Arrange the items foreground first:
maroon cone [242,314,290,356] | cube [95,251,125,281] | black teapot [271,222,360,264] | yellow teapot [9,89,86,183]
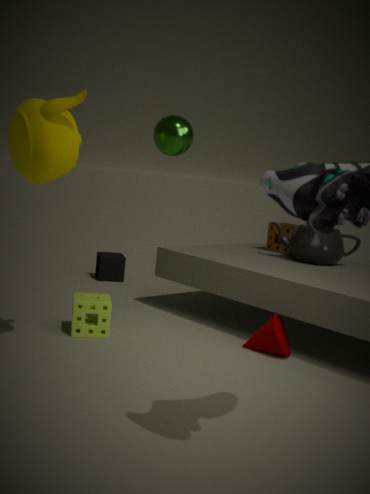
1. yellow teapot [9,89,86,183]
2. maroon cone [242,314,290,356]
3. black teapot [271,222,360,264]
4. cube [95,251,125,281]
